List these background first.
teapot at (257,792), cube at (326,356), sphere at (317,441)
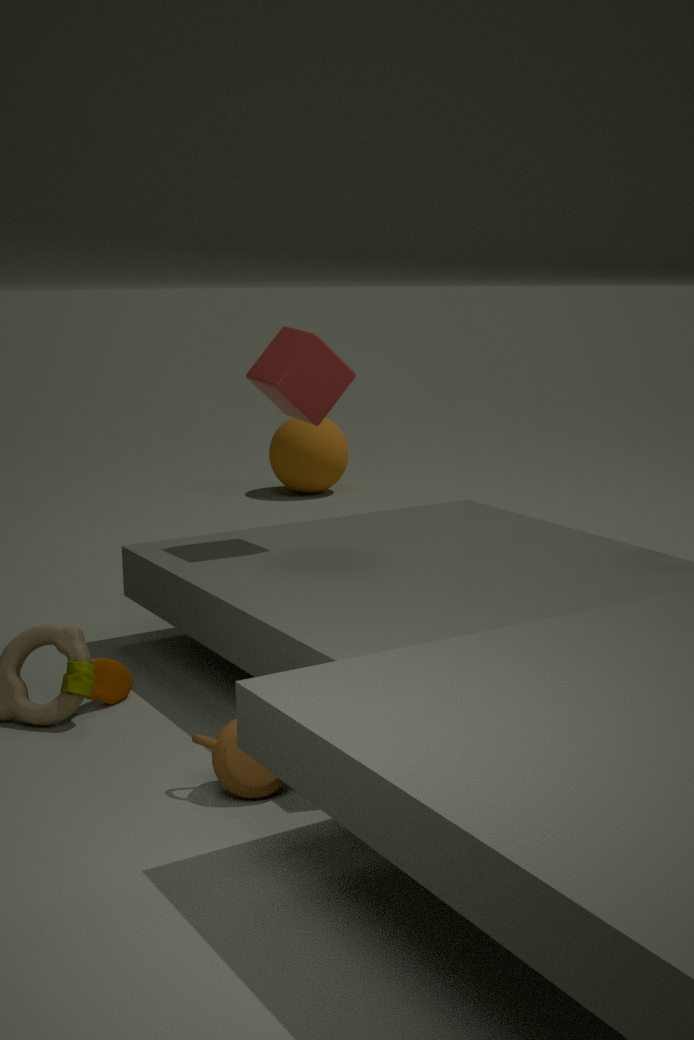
sphere at (317,441) → cube at (326,356) → teapot at (257,792)
